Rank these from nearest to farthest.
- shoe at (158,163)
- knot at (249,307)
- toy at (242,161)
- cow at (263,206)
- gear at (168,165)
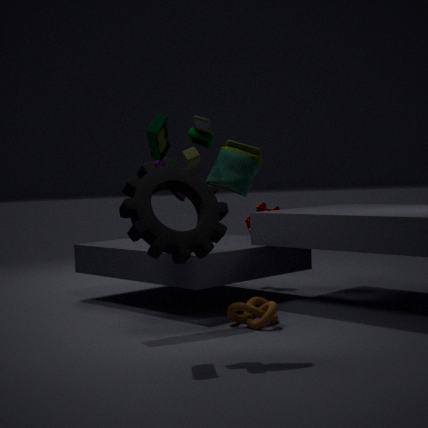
toy at (242,161), gear at (168,165), knot at (249,307), cow at (263,206), shoe at (158,163)
